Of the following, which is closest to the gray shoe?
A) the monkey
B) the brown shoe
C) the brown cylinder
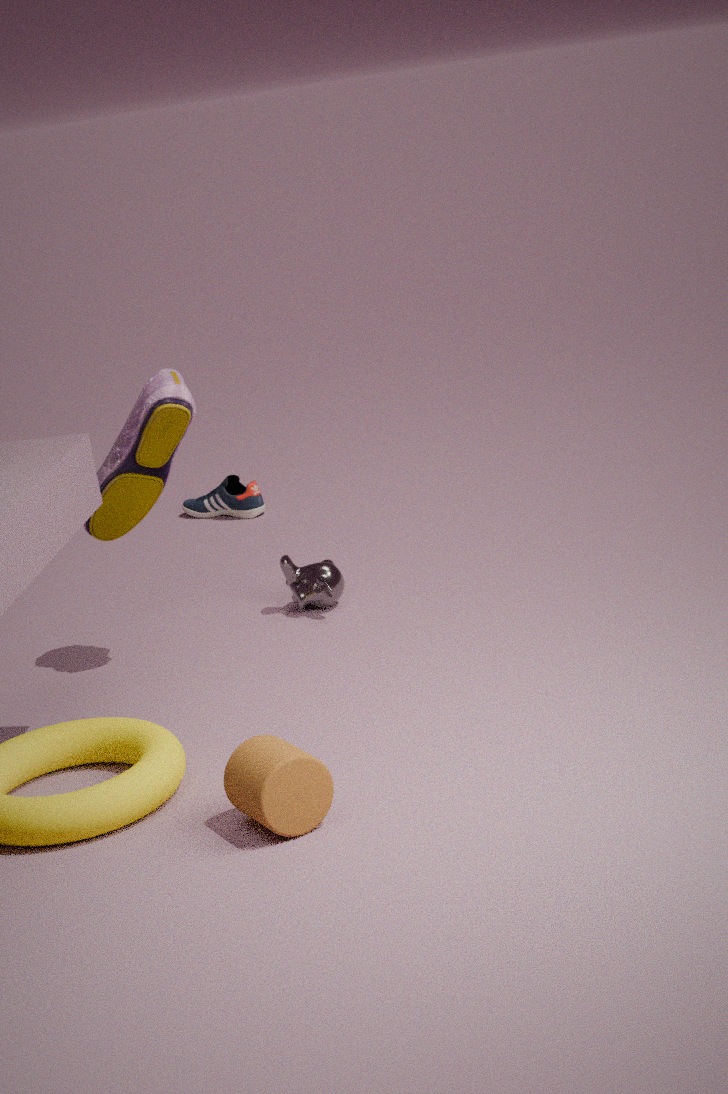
the monkey
